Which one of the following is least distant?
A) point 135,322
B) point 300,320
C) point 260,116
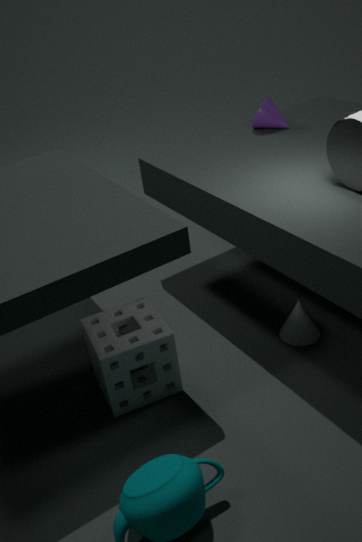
point 135,322
